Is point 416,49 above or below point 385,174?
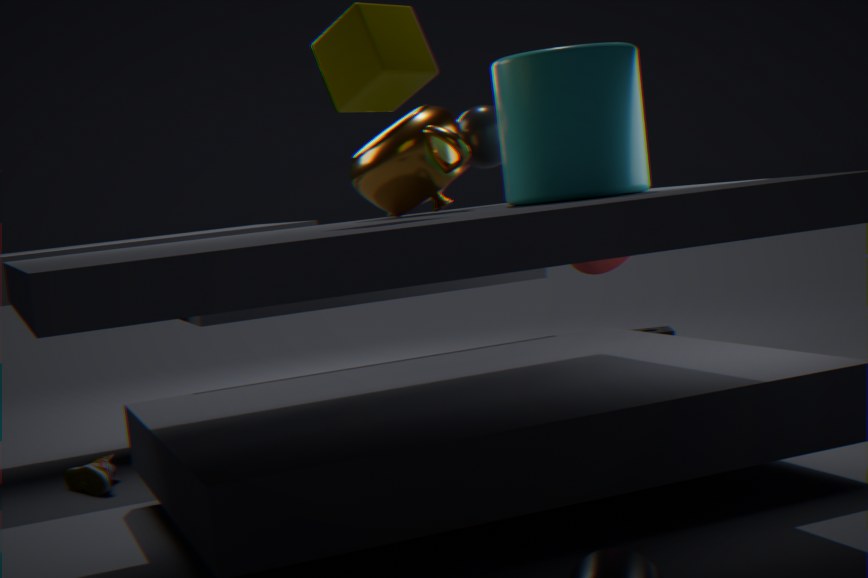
above
